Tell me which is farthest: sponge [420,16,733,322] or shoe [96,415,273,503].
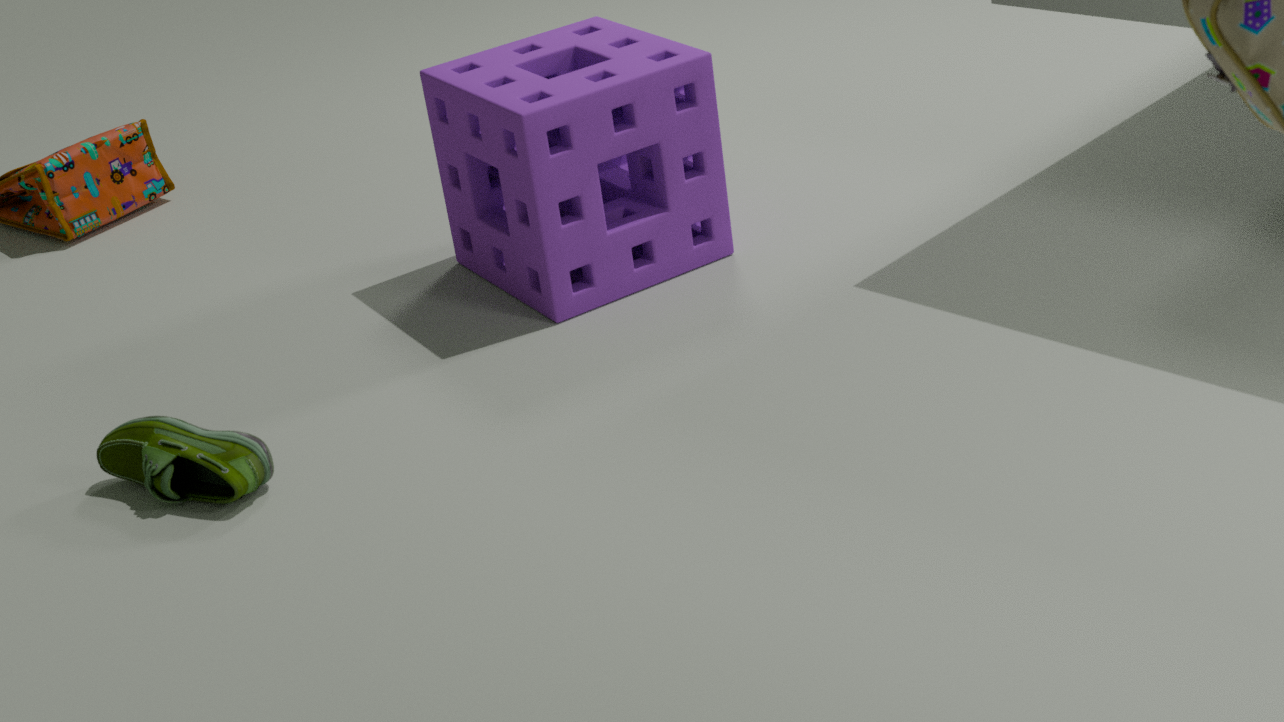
sponge [420,16,733,322]
